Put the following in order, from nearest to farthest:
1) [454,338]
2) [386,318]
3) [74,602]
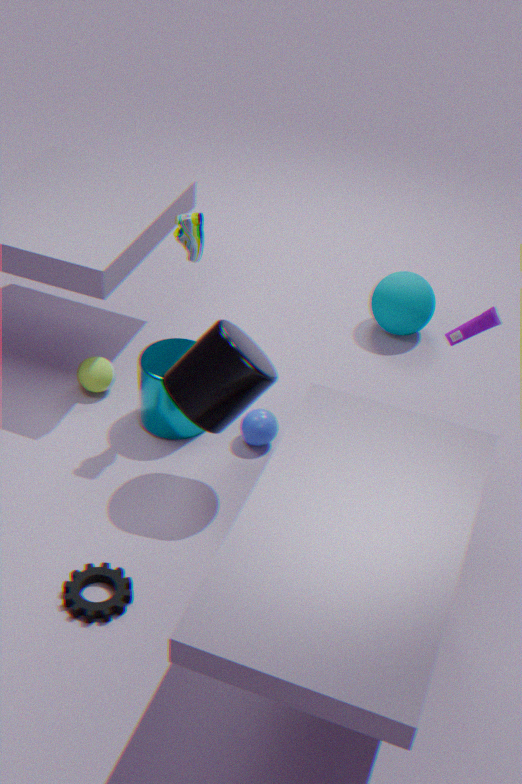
3. [74,602]
1. [454,338]
2. [386,318]
